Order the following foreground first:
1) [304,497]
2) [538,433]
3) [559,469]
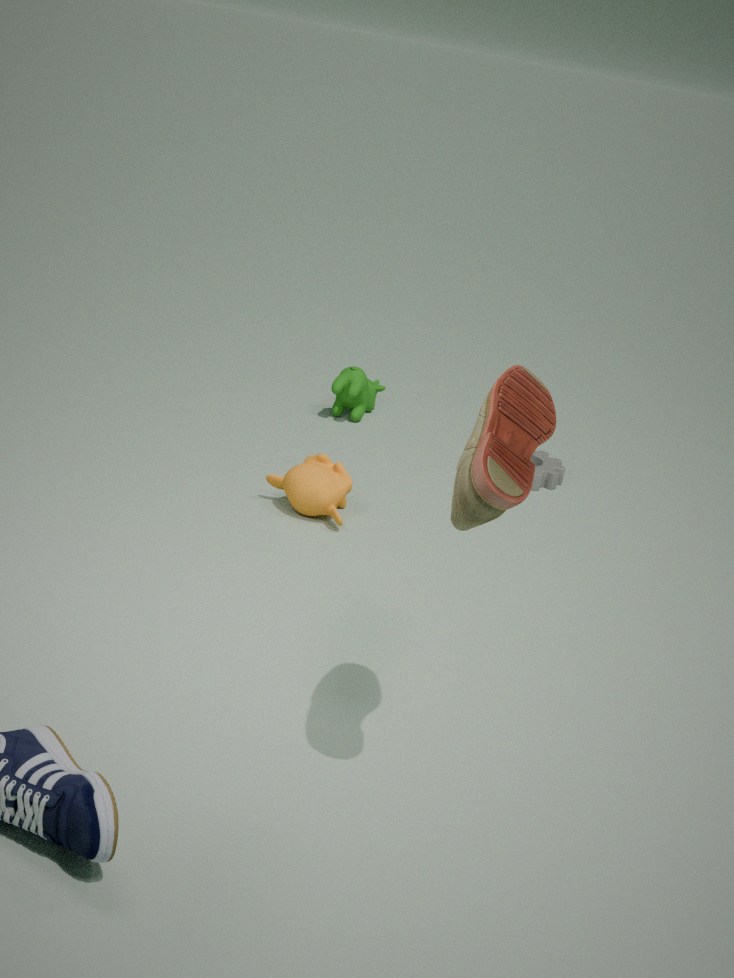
1. 2. [538,433]
2. 1. [304,497]
3. 3. [559,469]
